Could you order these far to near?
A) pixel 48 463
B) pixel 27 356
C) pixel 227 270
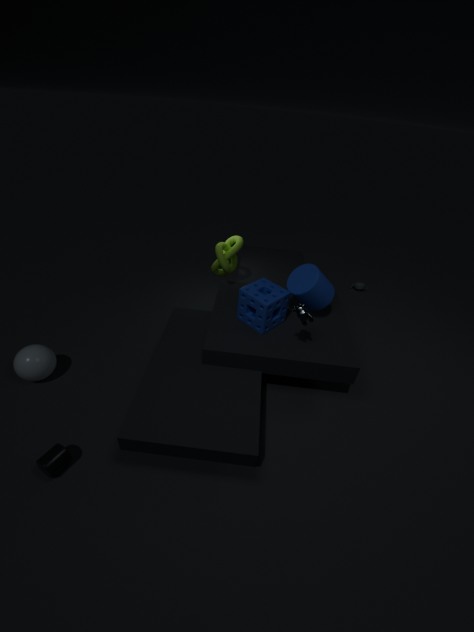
pixel 227 270, pixel 27 356, pixel 48 463
